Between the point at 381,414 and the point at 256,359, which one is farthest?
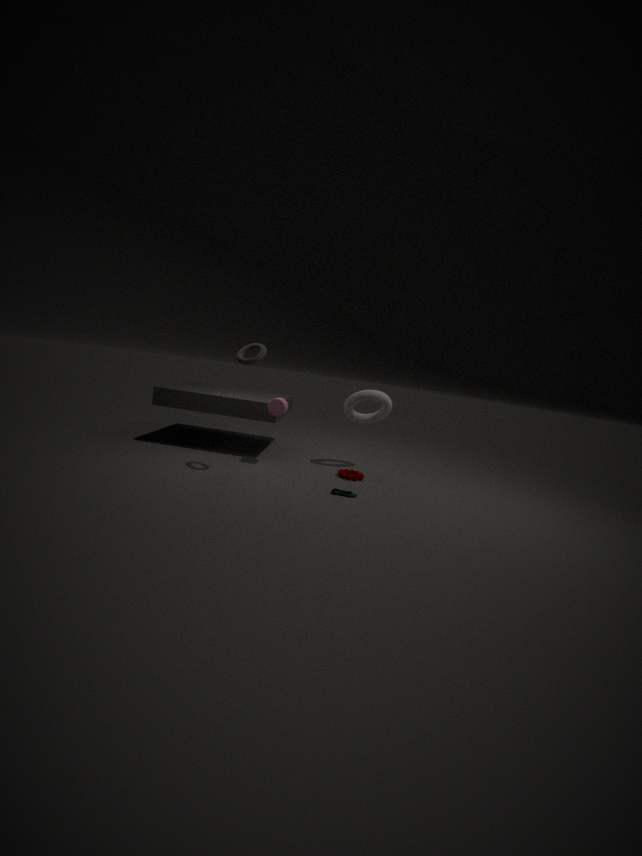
the point at 381,414
